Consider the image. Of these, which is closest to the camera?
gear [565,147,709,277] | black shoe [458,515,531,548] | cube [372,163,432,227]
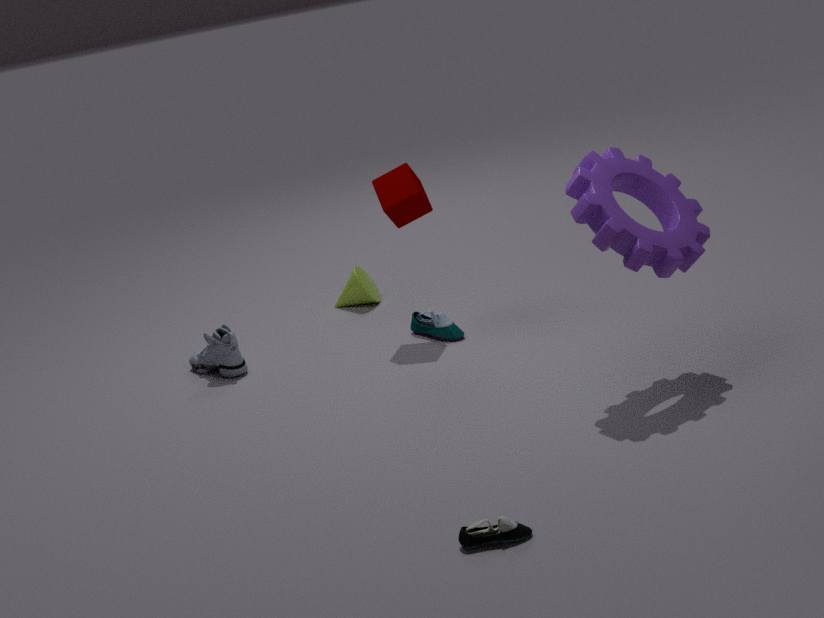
black shoe [458,515,531,548]
